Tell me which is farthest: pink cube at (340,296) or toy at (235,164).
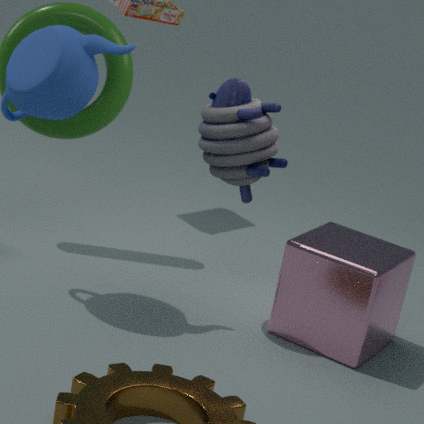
toy at (235,164)
